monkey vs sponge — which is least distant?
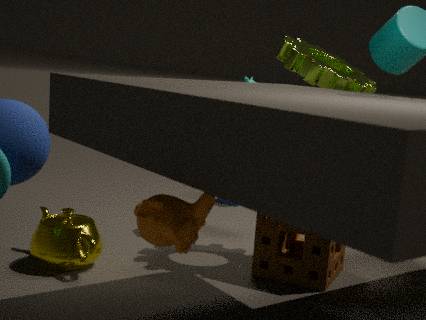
monkey
